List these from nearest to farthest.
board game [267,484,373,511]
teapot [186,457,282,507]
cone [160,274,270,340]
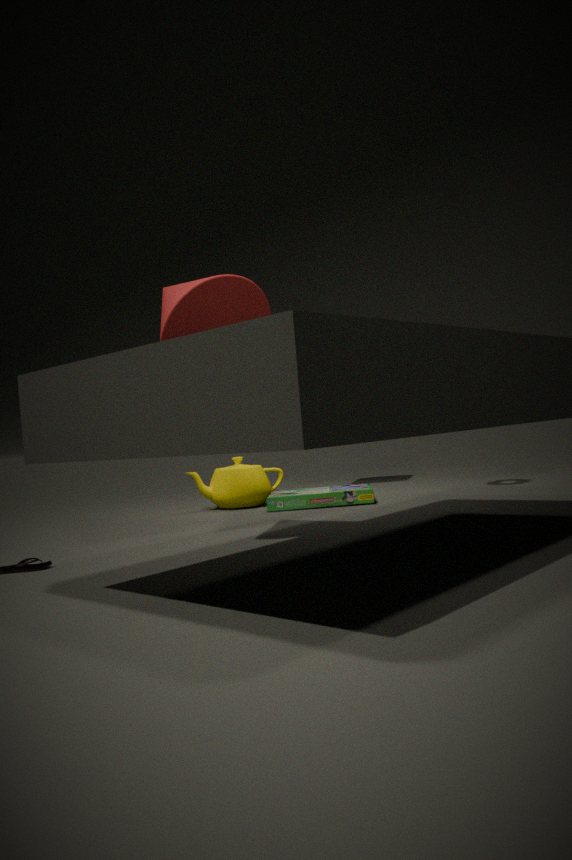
cone [160,274,270,340], board game [267,484,373,511], teapot [186,457,282,507]
